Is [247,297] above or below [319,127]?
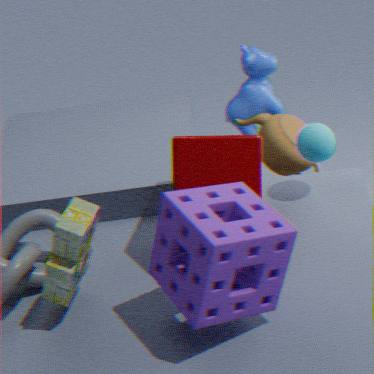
above
